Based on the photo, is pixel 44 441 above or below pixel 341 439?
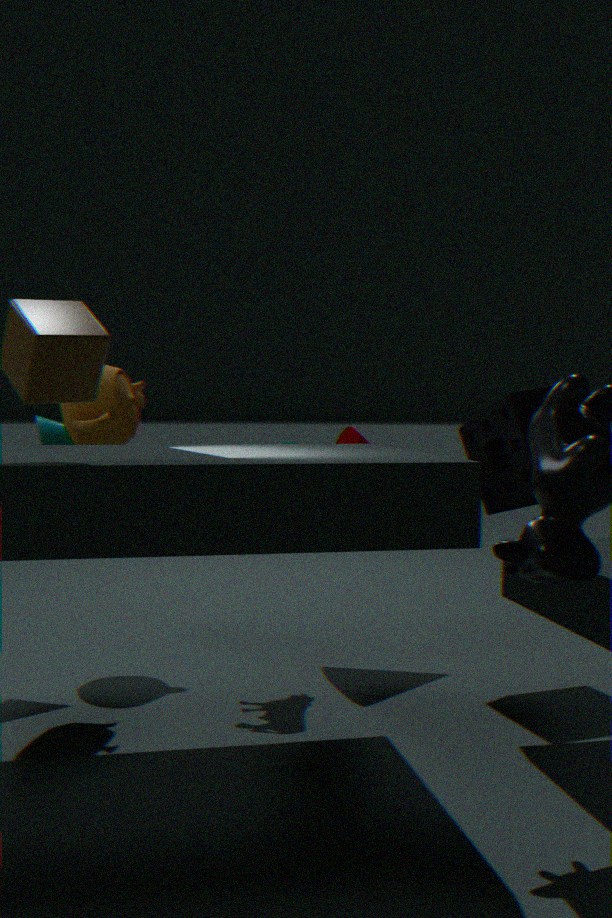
above
